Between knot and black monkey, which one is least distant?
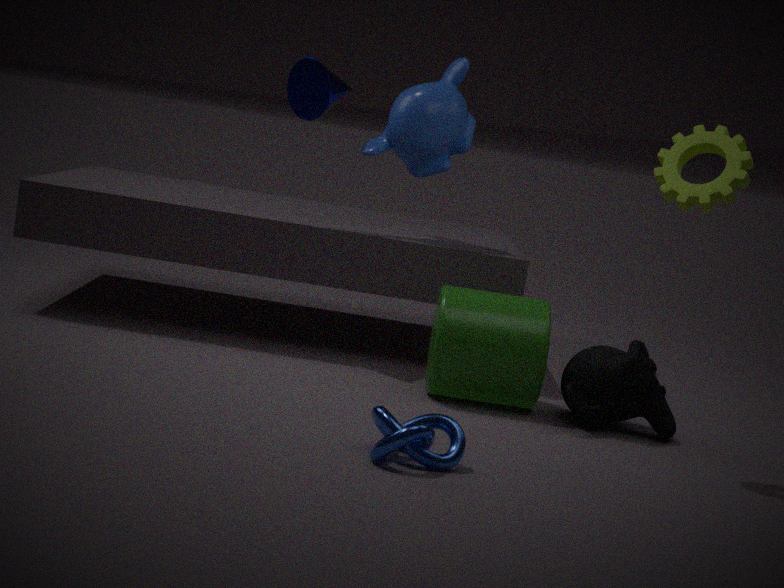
knot
